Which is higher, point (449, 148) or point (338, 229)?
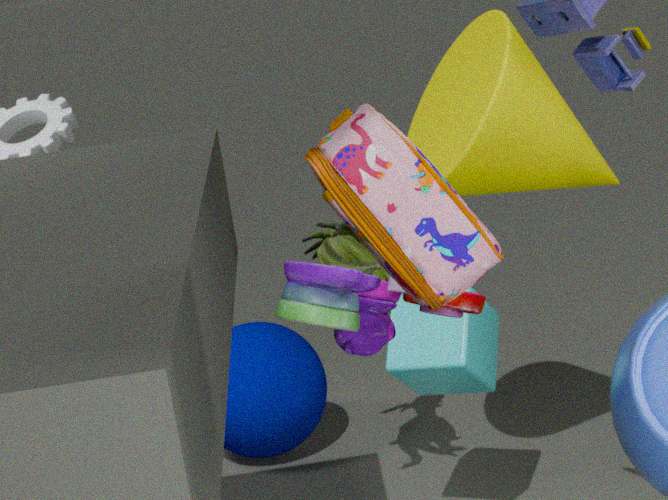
point (449, 148)
